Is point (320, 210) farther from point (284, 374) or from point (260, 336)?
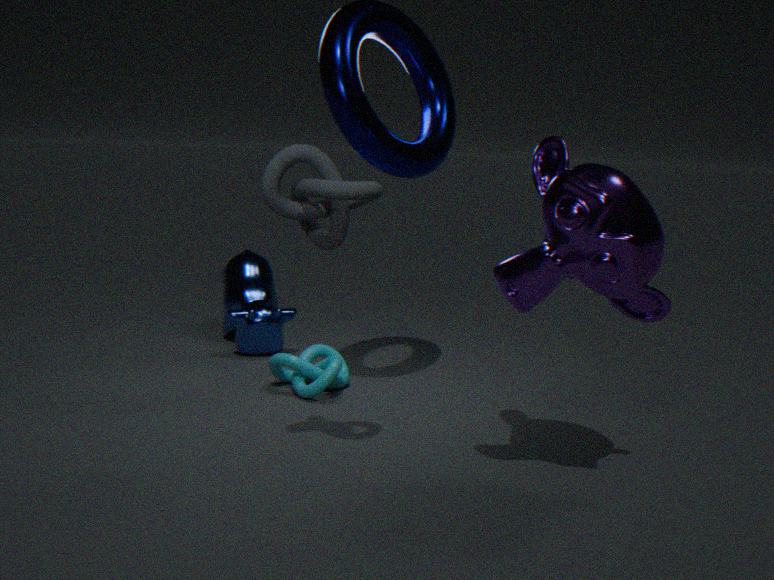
point (260, 336)
